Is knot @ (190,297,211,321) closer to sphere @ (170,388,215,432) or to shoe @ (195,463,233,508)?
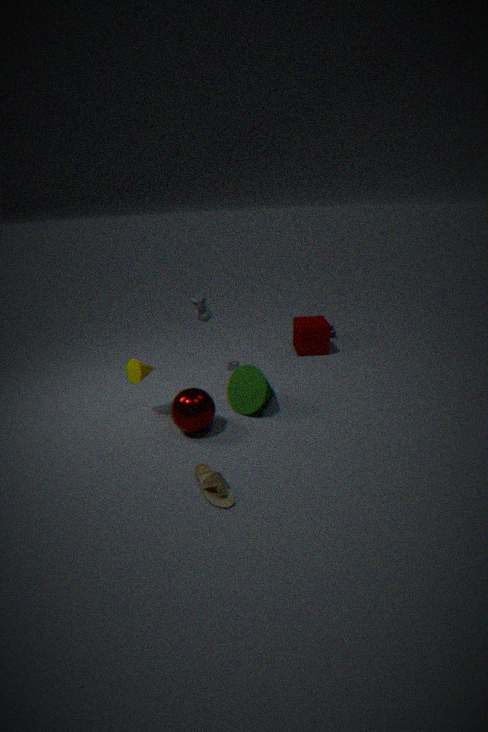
sphere @ (170,388,215,432)
